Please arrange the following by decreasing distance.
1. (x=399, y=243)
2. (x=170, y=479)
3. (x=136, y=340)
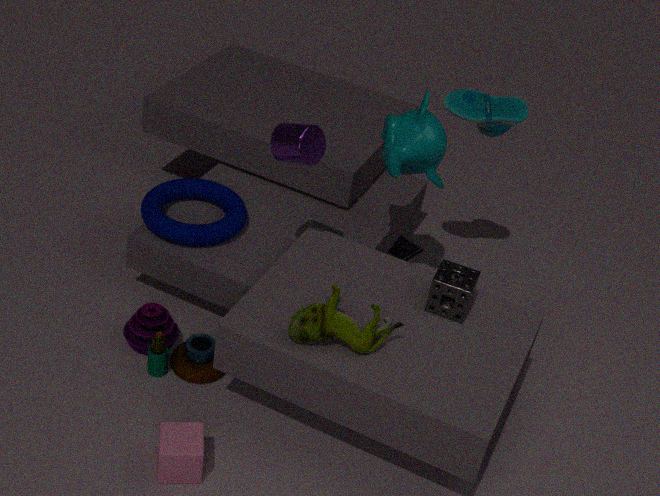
(x=399, y=243)
(x=136, y=340)
(x=170, y=479)
